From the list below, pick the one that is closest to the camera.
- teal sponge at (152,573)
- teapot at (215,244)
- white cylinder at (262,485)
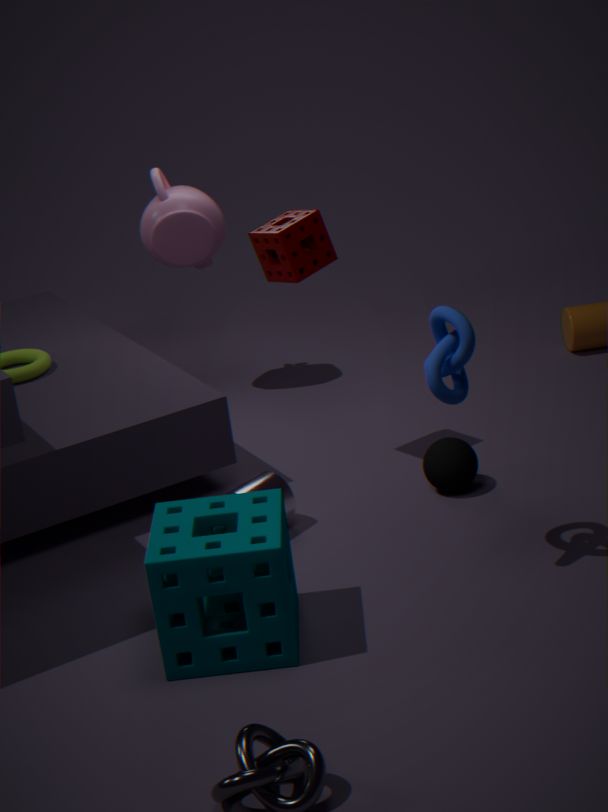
teal sponge at (152,573)
